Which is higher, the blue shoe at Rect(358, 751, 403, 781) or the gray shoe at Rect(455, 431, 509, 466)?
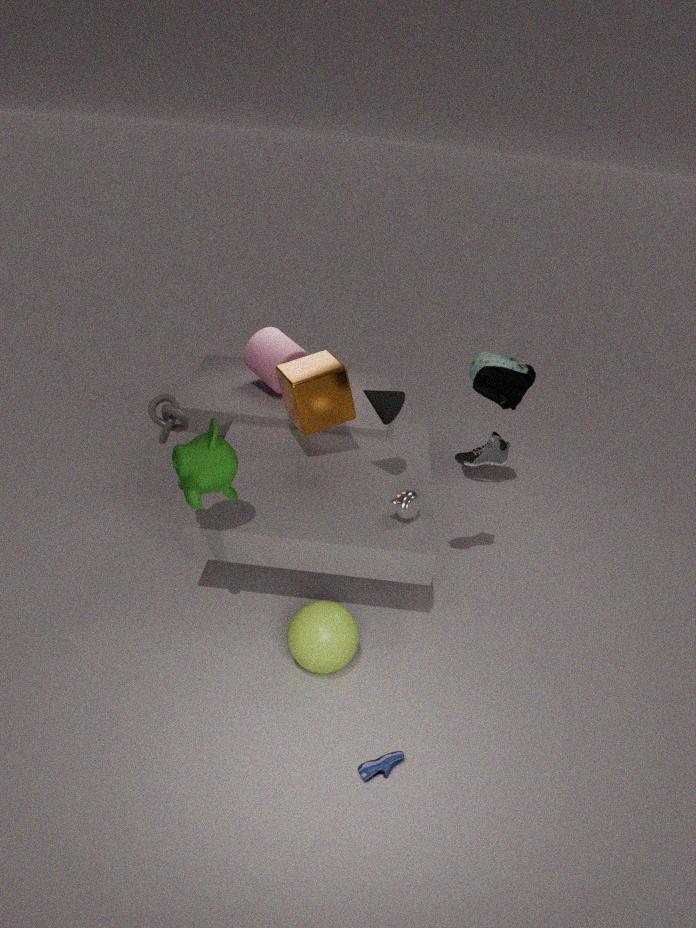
the gray shoe at Rect(455, 431, 509, 466)
